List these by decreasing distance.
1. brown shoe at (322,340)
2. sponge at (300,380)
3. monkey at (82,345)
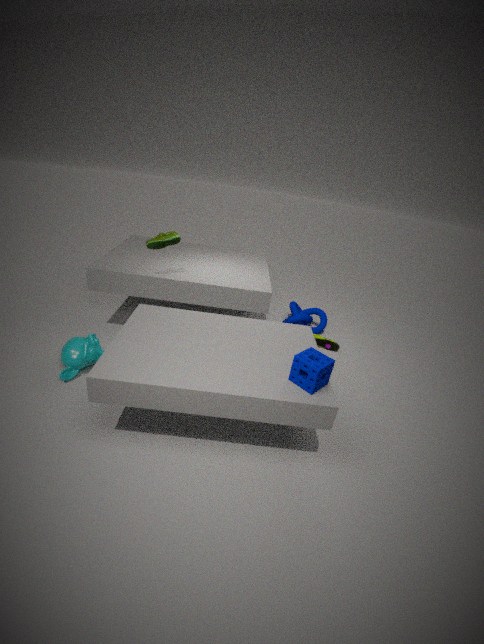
brown shoe at (322,340) < monkey at (82,345) < sponge at (300,380)
